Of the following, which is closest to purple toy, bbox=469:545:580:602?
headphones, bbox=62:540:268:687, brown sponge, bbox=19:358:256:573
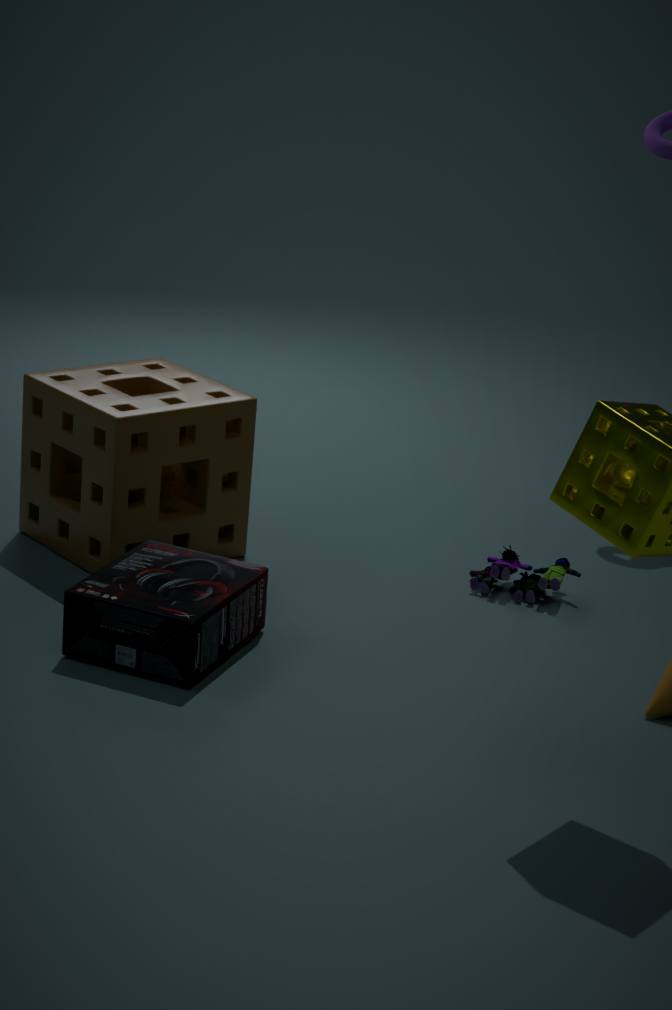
brown sponge, bbox=19:358:256:573
